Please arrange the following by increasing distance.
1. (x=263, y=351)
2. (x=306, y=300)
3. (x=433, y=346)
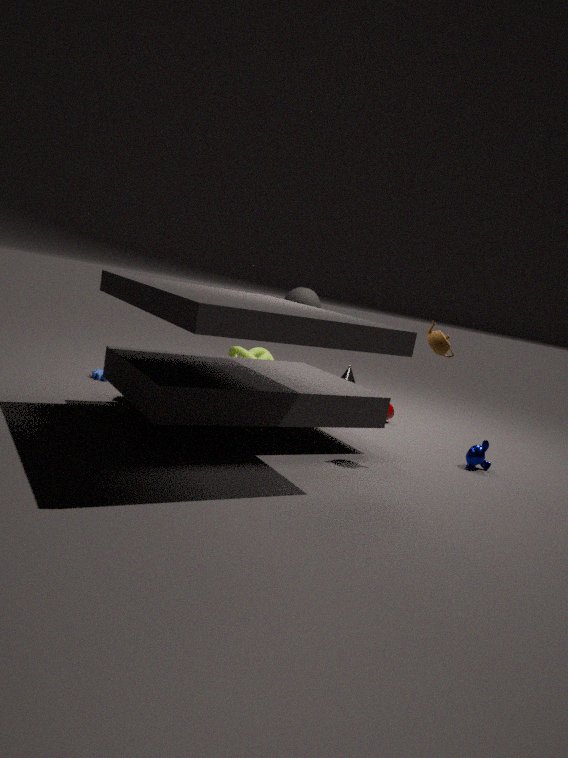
(x=433, y=346) < (x=306, y=300) < (x=263, y=351)
